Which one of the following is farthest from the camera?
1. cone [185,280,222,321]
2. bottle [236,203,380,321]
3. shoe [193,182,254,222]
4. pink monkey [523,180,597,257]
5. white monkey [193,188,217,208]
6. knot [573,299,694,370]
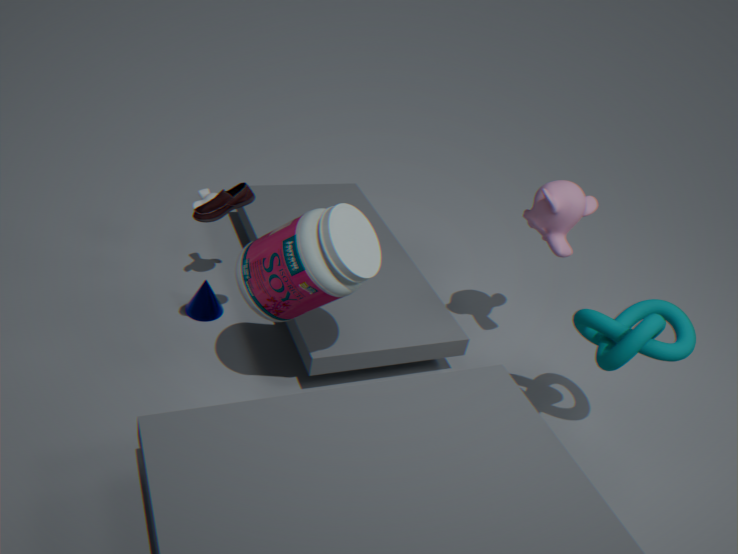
cone [185,280,222,321]
